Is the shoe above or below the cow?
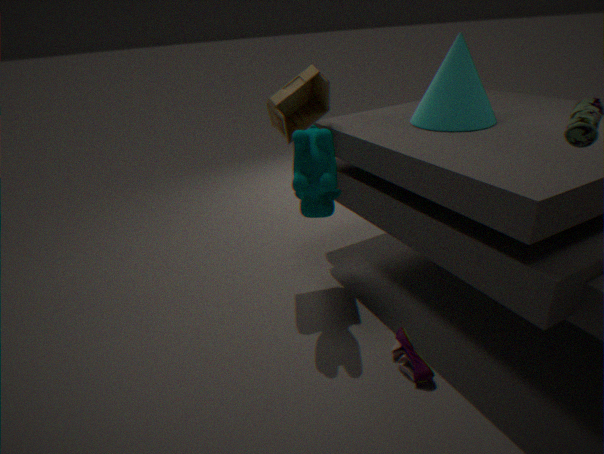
below
